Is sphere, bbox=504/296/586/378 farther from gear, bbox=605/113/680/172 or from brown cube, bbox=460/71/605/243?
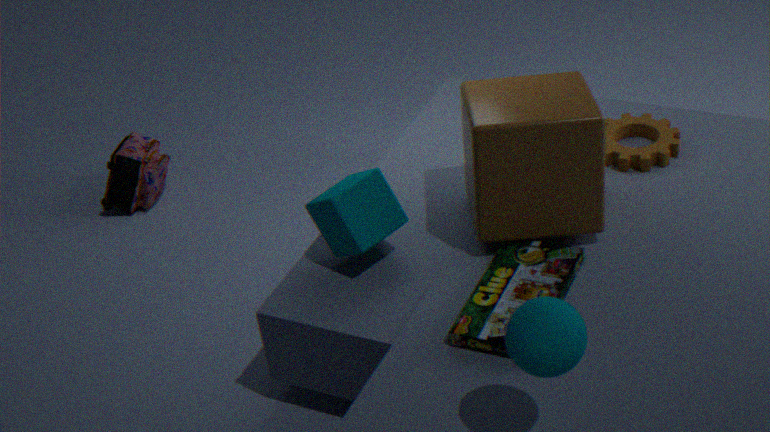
gear, bbox=605/113/680/172
